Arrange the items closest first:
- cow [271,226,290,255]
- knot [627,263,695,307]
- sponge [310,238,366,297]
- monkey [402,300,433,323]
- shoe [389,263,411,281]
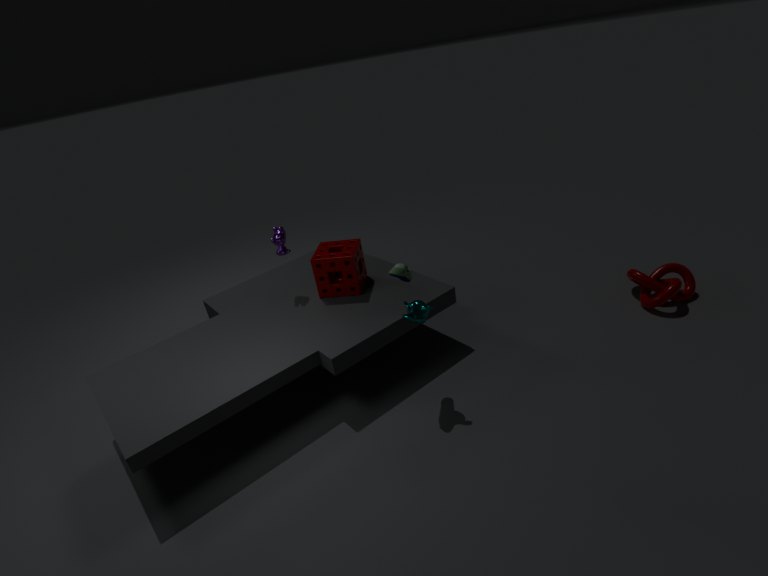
shoe [389,263,411,281], monkey [402,300,433,323], sponge [310,238,366,297], knot [627,263,695,307], cow [271,226,290,255]
